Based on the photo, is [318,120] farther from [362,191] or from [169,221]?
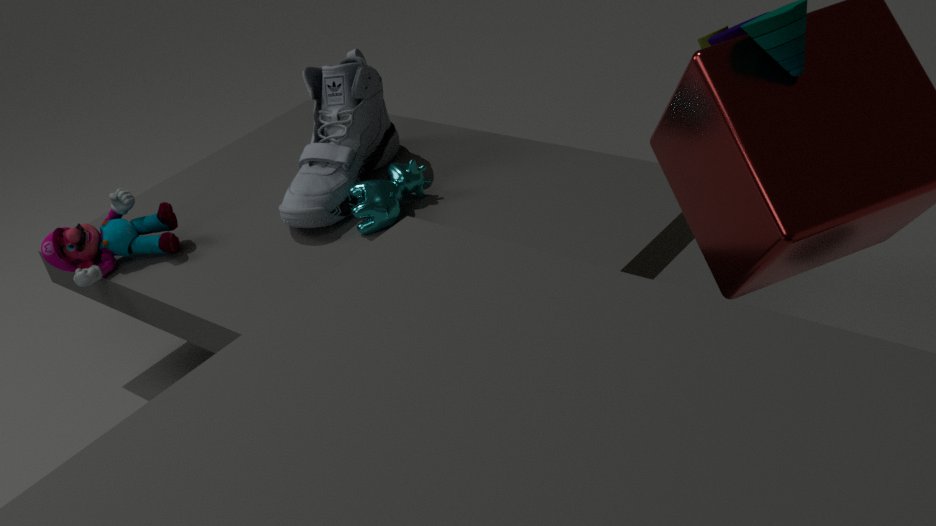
[169,221]
